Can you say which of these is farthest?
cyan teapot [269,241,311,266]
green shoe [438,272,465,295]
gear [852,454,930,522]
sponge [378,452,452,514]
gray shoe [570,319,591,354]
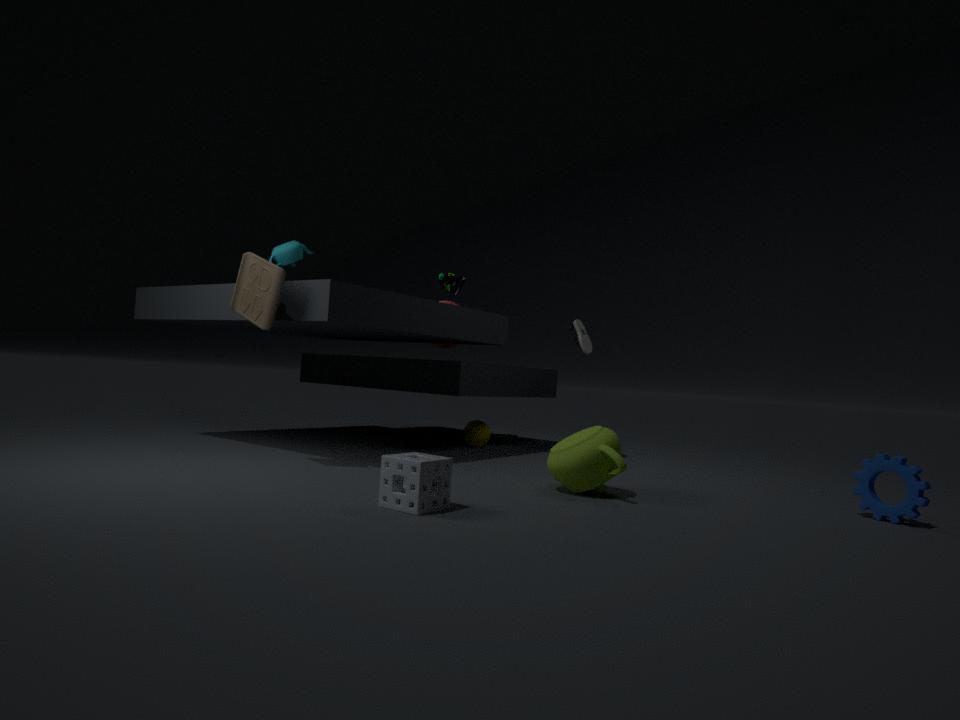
green shoe [438,272,465,295]
